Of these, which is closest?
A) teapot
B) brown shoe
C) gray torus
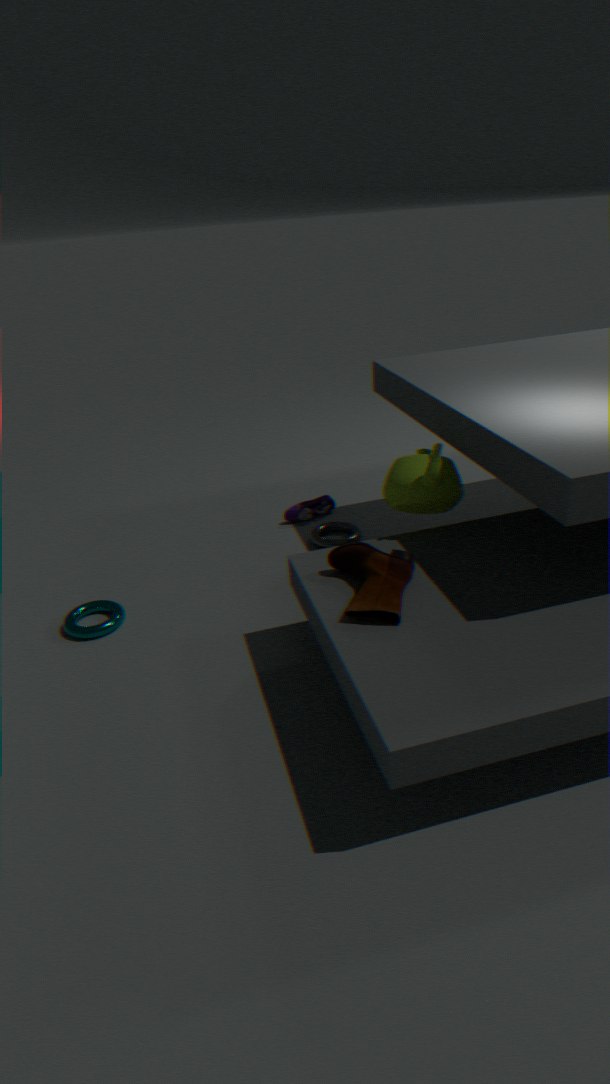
brown shoe
